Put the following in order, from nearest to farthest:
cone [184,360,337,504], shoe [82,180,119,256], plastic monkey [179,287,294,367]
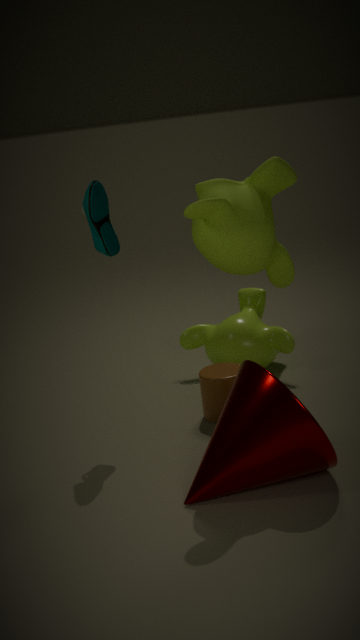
cone [184,360,337,504] → shoe [82,180,119,256] → plastic monkey [179,287,294,367]
